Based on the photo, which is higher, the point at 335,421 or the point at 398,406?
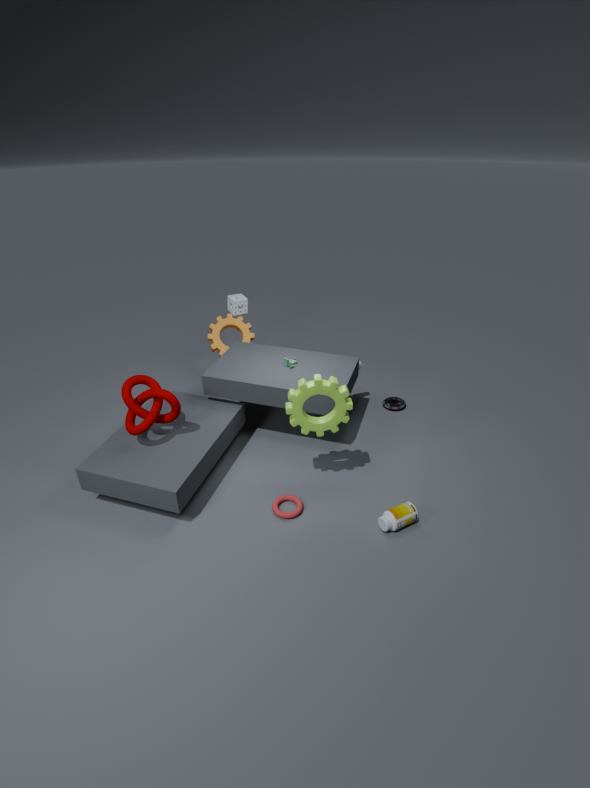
the point at 335,421
